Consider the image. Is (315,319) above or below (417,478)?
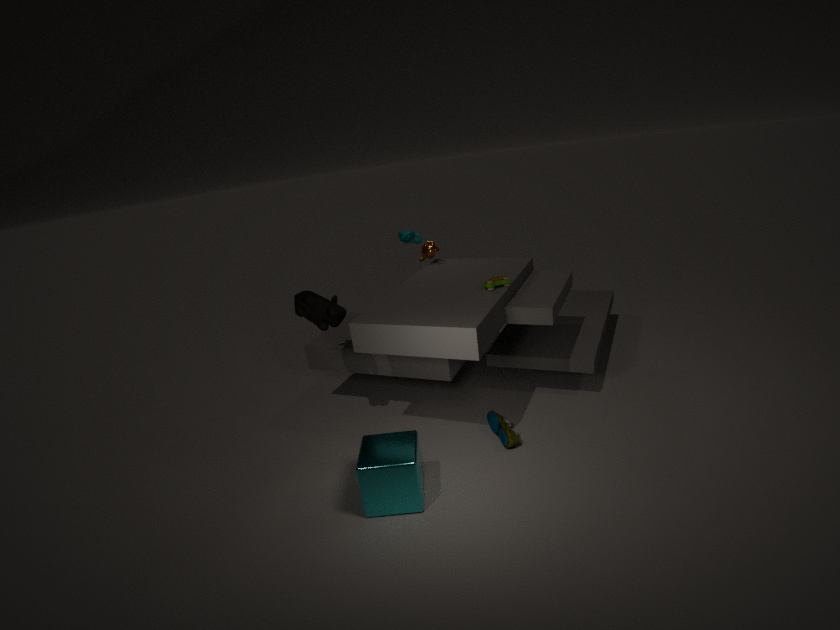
above
